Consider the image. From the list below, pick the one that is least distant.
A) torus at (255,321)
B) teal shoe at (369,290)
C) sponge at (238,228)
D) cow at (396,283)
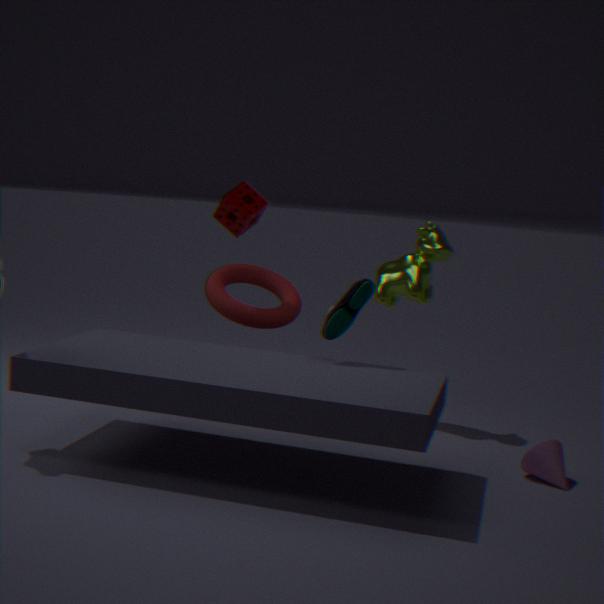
teal shoe at (369,290)
